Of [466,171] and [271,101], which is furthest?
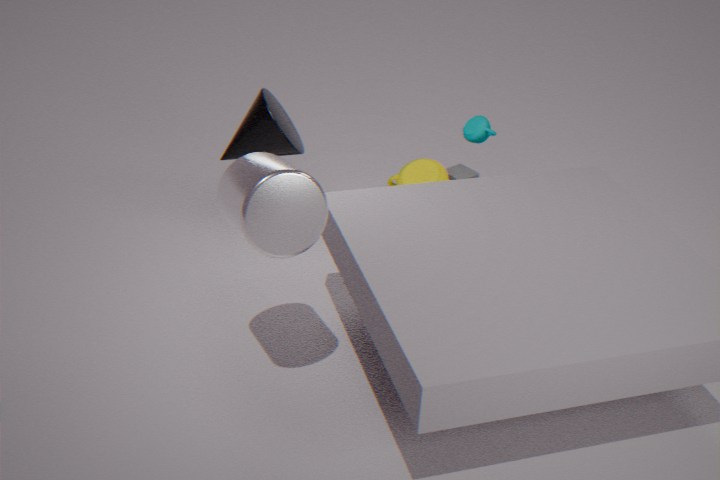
[466,171]
